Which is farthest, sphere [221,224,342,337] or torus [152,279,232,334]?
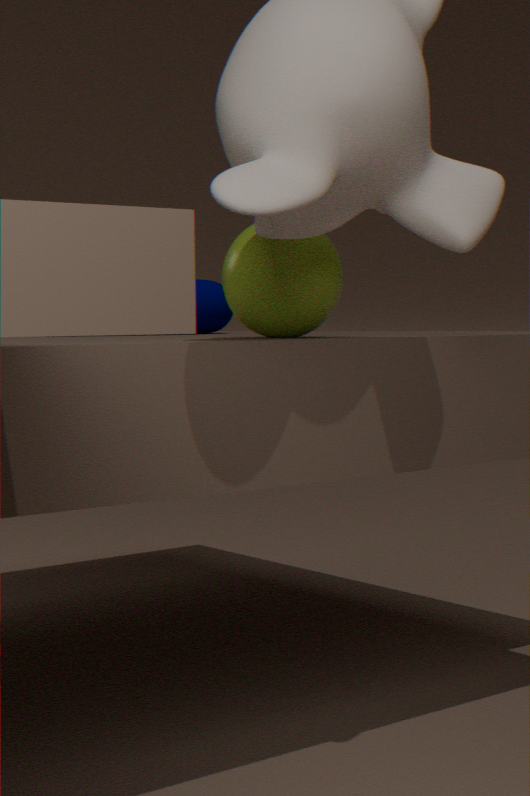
torus [152,279,232,334]
